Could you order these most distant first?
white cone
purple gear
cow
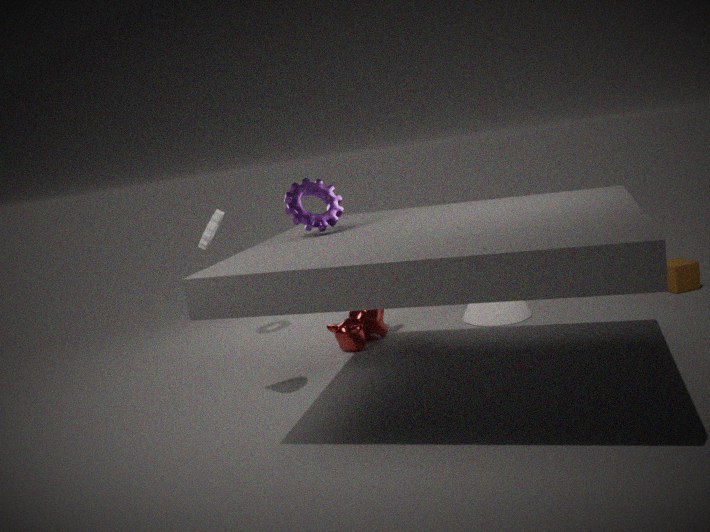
white cone, cow, purple gear
